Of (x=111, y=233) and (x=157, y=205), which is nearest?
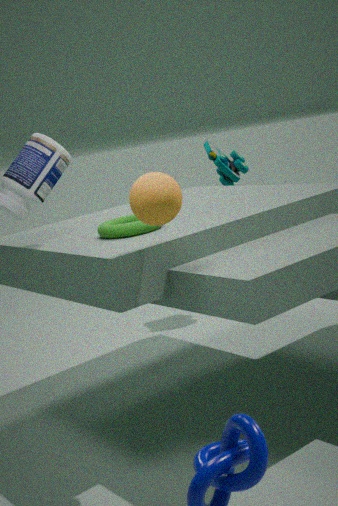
(x=157, y=205)
